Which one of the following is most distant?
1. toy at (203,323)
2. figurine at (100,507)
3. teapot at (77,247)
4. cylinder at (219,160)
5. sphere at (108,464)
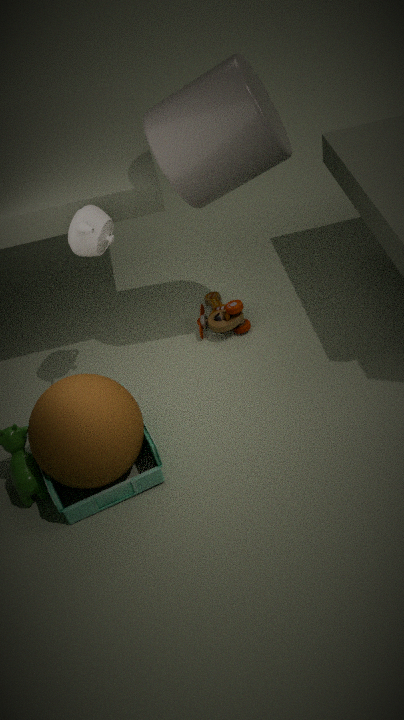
toy at (203,323)
